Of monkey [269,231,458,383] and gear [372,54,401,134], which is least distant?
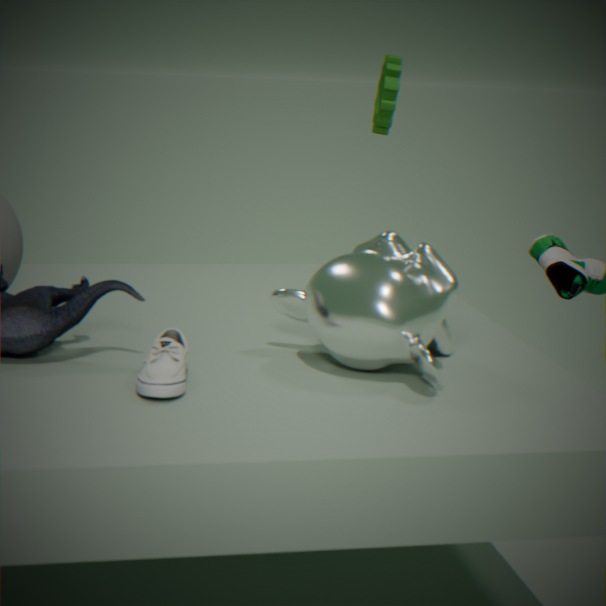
monkey [269,231,458,383]
